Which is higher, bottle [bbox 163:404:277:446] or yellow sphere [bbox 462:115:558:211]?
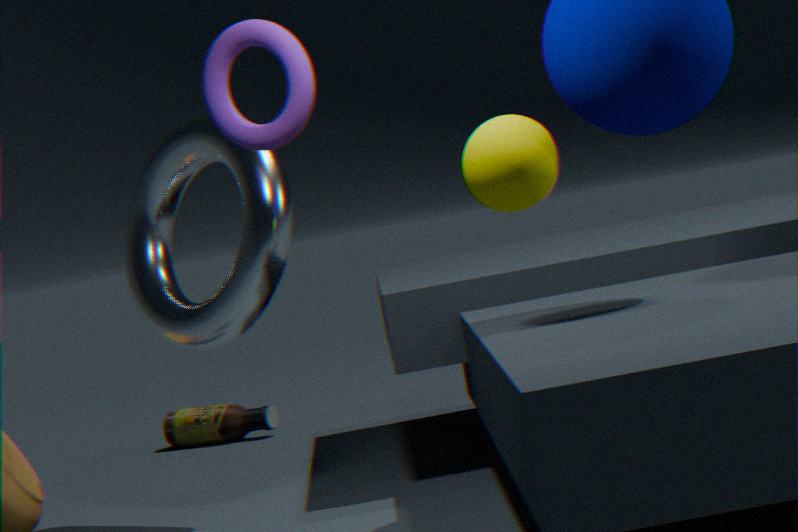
yellow sphere [bbox 462:115:558:211]
